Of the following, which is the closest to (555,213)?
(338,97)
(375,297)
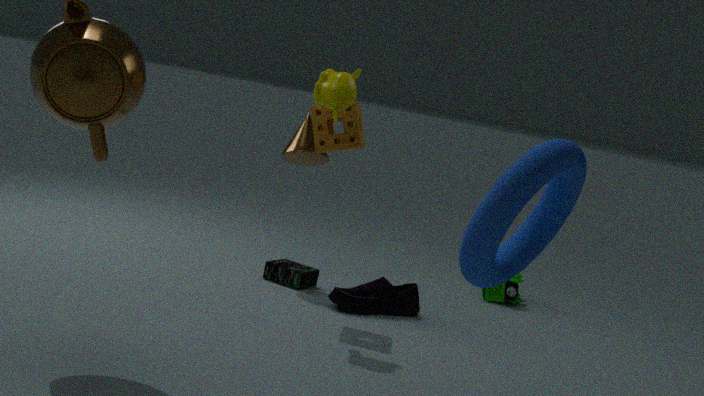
(338,97)
